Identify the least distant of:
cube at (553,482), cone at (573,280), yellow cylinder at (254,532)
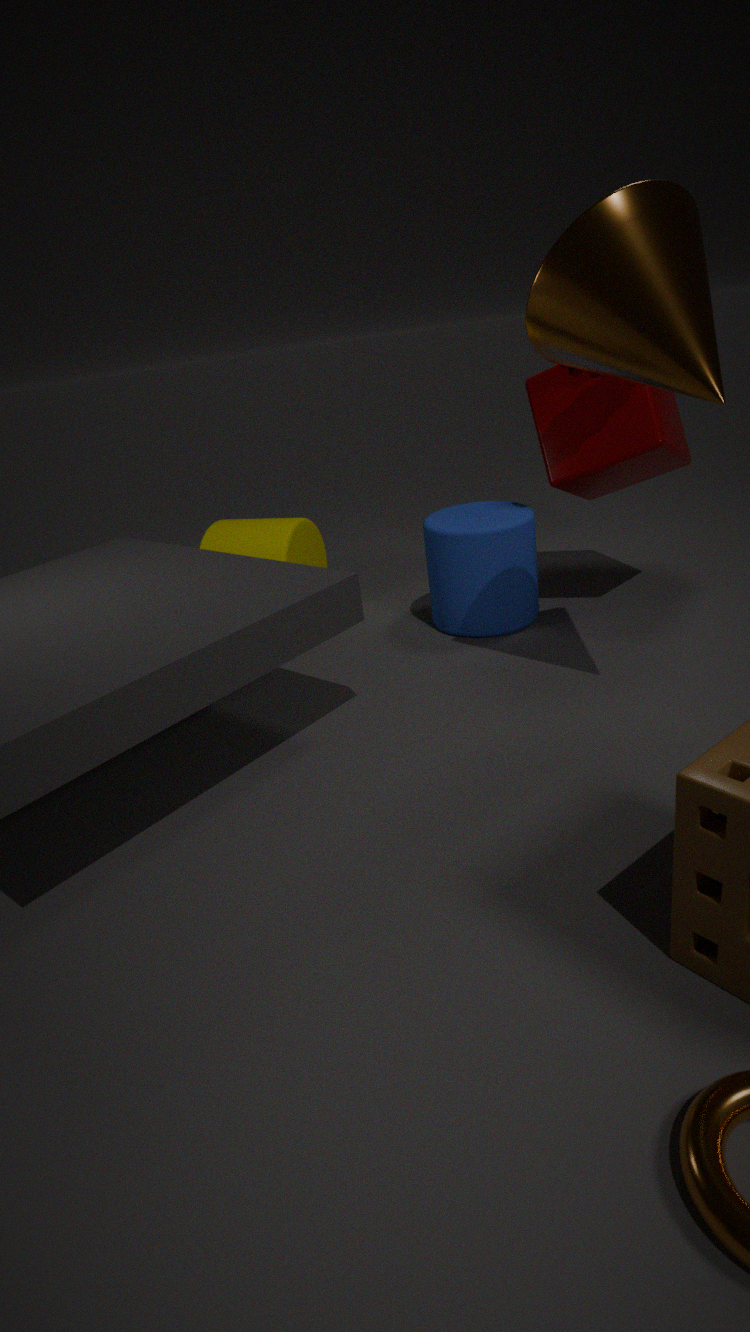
cone at (573,280)
